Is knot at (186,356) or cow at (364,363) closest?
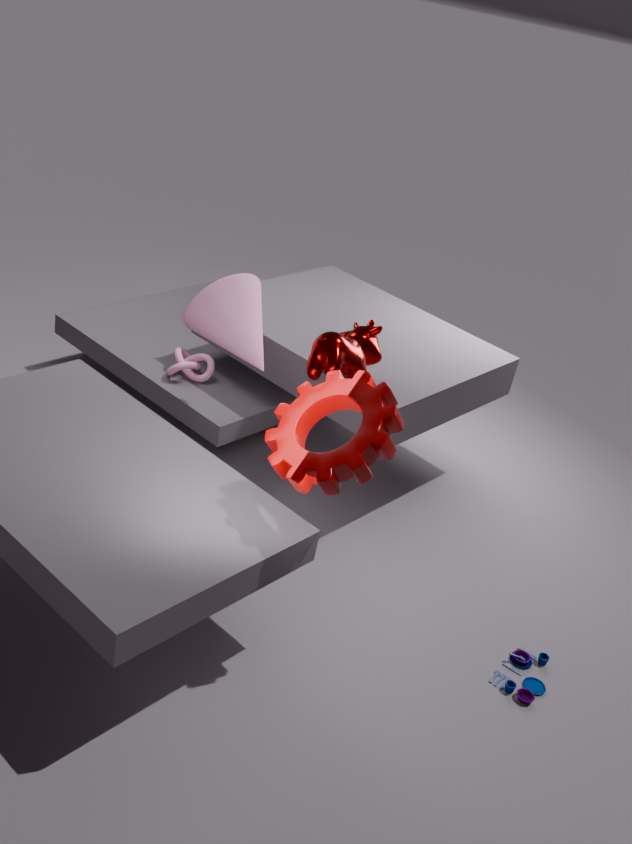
cow at (364,363)
